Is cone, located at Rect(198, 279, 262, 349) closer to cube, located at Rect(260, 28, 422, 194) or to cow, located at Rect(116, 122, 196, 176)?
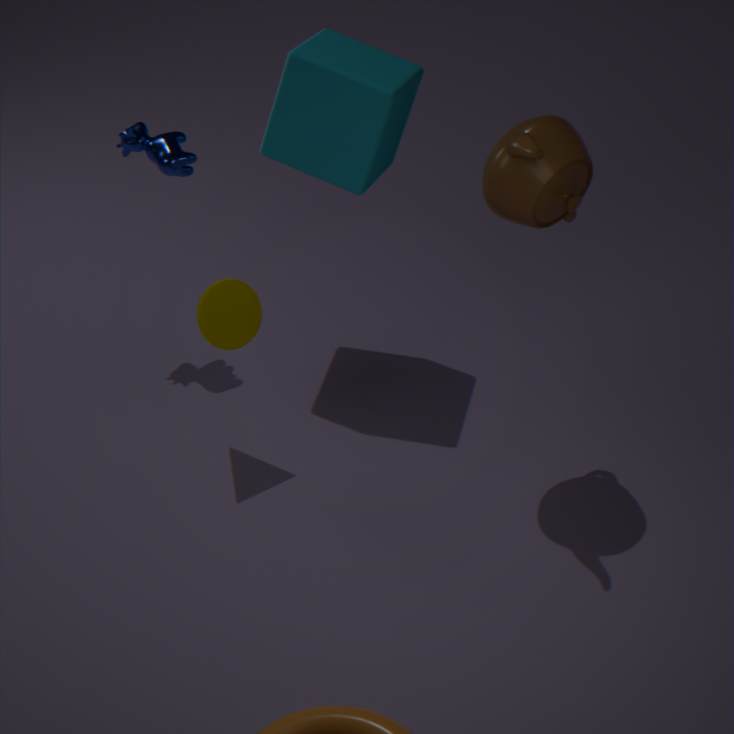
cube, located at Rect(260, 28, 422, 194)
